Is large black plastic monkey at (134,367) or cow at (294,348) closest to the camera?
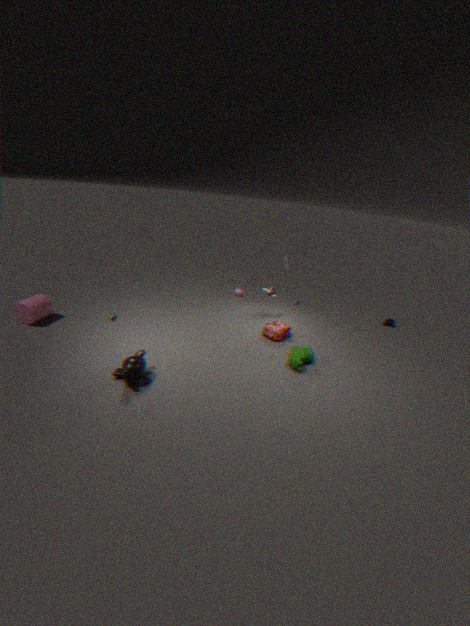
large black plastic monkey at (134,367)
